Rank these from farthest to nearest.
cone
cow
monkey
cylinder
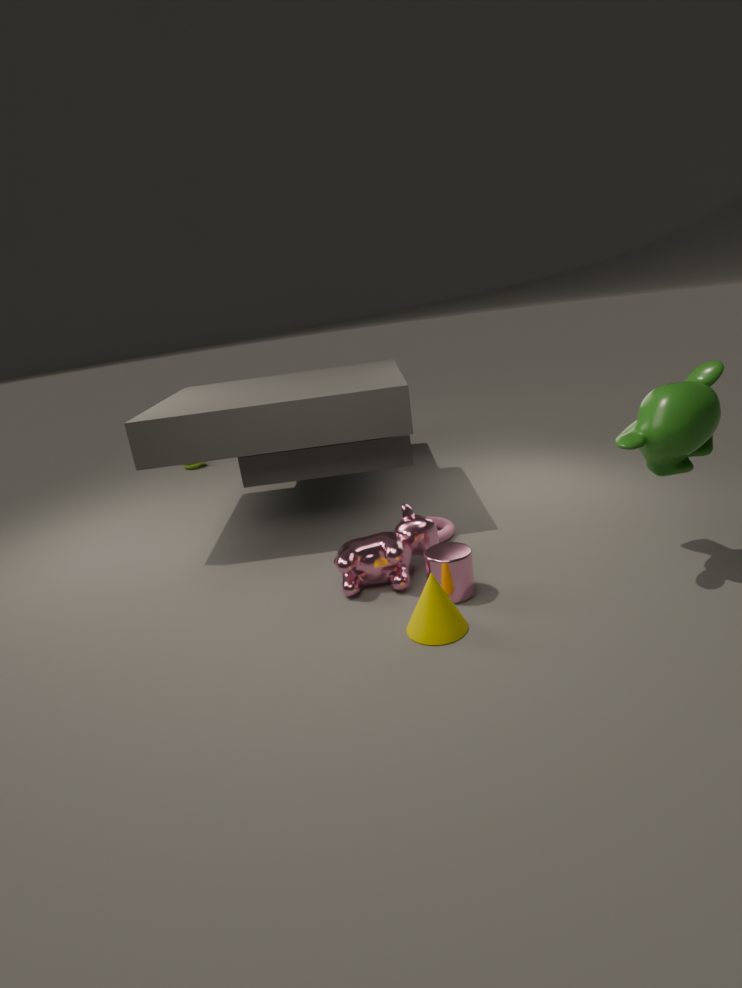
1. cow
2. cylinder
3. monkey
4. cone
